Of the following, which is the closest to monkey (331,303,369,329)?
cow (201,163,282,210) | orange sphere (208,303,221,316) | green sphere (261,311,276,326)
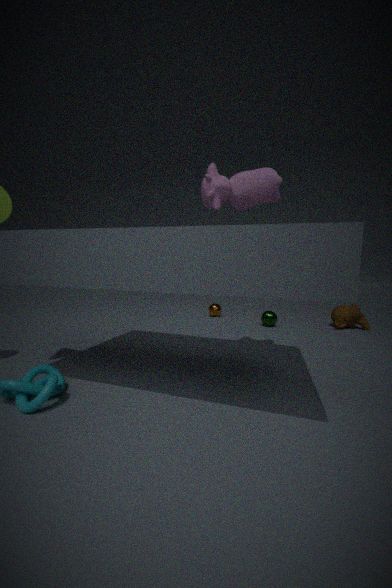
green sphere (261,311,276,326)
